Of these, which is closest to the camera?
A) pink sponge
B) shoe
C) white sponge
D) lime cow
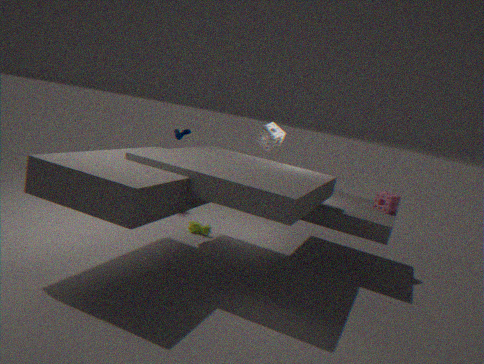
shoe
